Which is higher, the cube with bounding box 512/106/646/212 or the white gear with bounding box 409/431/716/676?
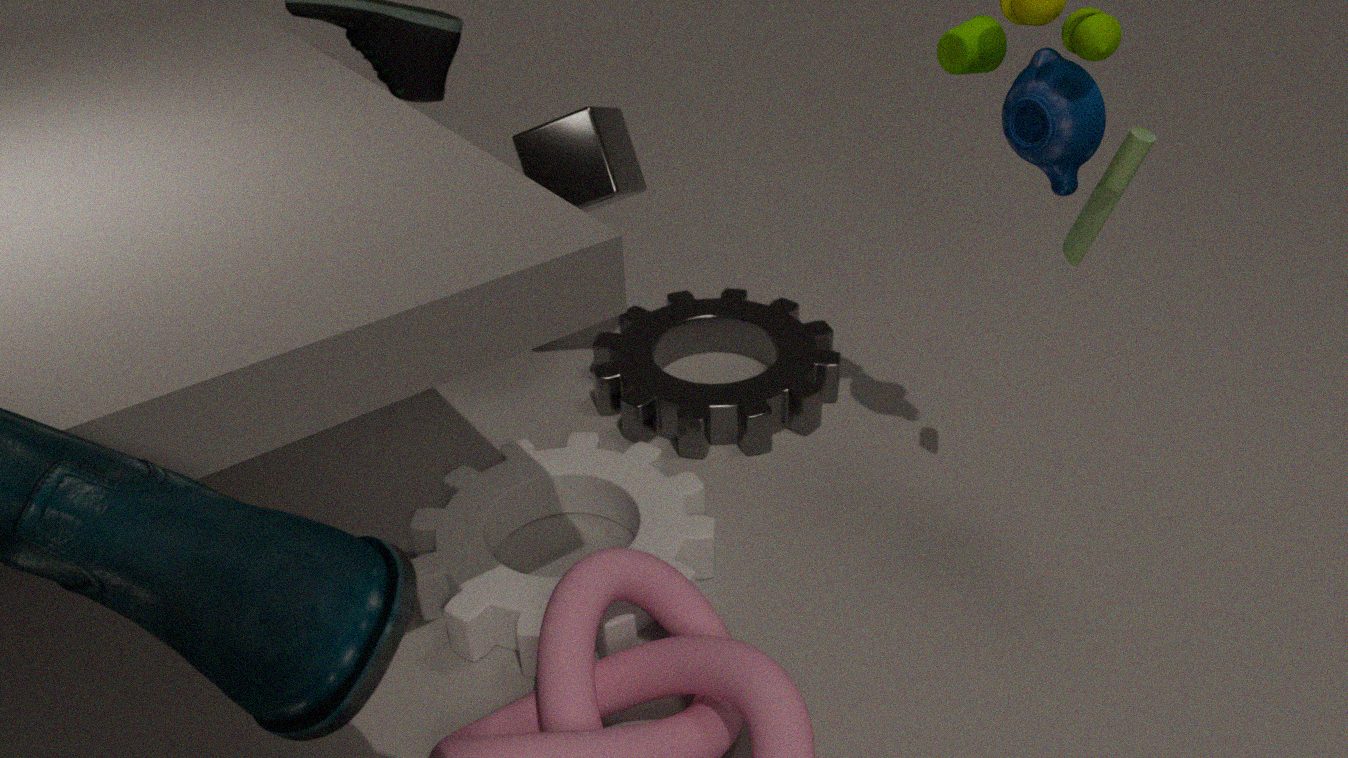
the cube with bounding box 512/106/646/212
